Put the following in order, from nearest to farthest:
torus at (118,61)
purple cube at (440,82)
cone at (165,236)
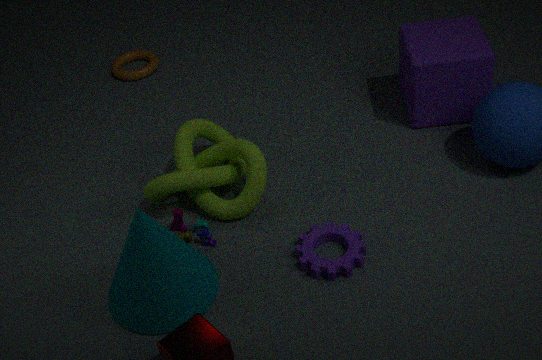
cone at (165,236), purple cube at (440,82), torus at (118,61)
